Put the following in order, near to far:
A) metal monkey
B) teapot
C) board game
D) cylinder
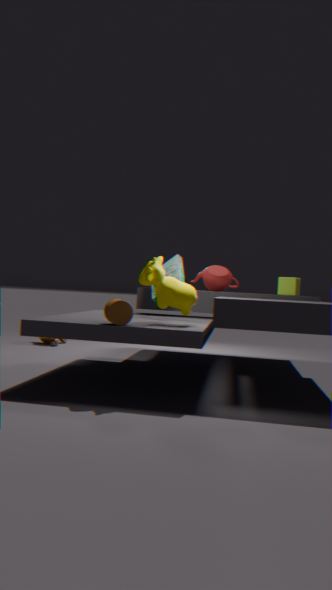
cylinder → board game → teapot → metal monkey
